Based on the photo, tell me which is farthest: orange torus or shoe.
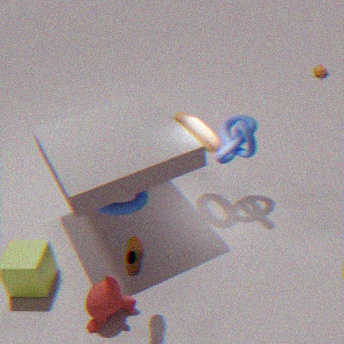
orange torus
